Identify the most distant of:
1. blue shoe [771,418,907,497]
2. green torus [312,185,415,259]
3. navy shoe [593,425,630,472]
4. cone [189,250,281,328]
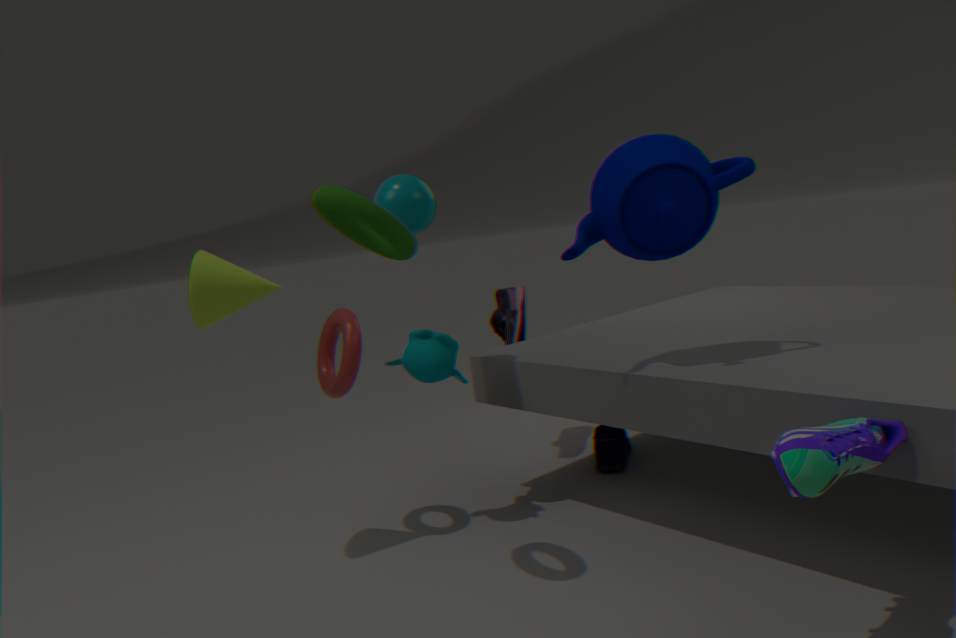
navy shoe [593,425,630,472]
